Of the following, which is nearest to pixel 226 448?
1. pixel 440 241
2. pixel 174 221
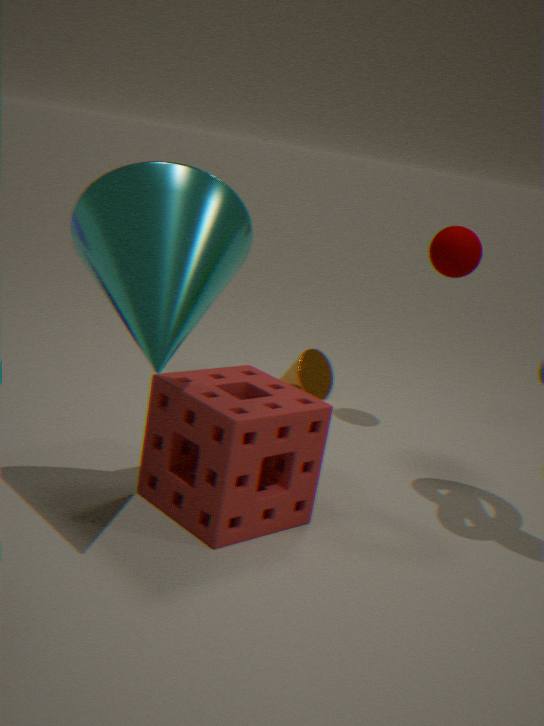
pixel 174 221
